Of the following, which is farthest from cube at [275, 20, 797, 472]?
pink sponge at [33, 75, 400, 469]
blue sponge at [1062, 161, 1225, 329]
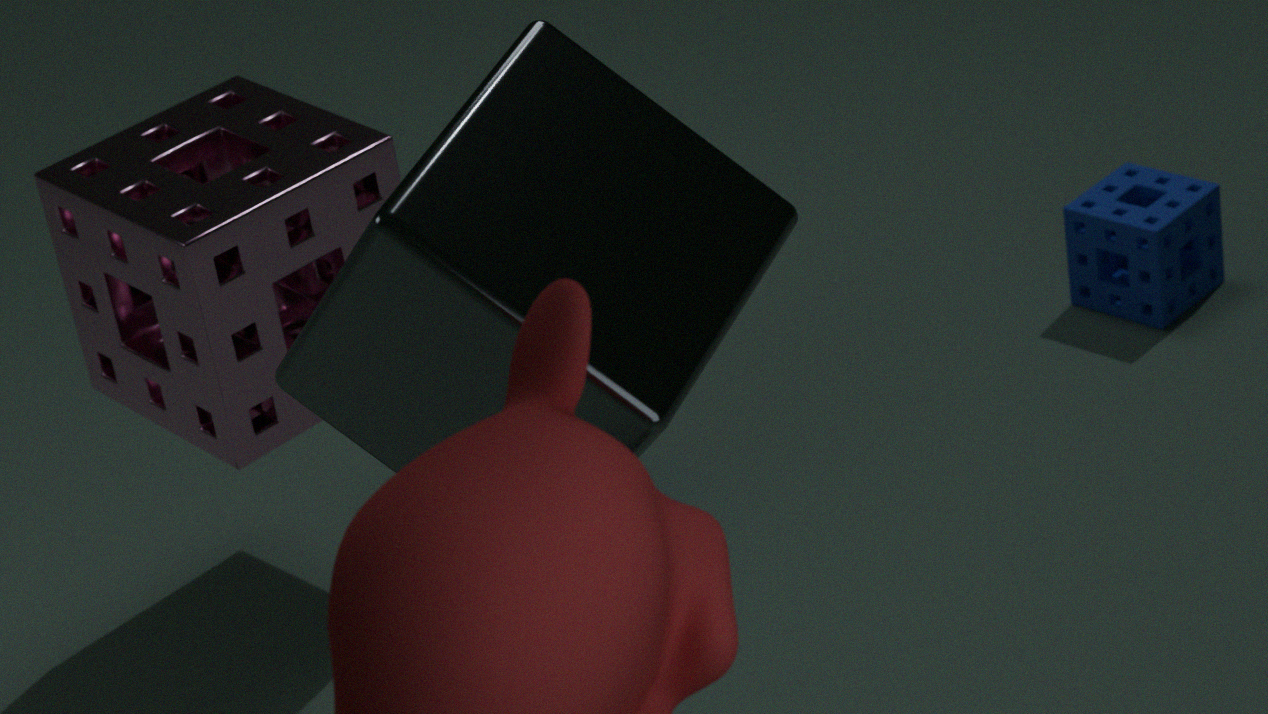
blue sponge at [1062, 161, 1225, 329]
